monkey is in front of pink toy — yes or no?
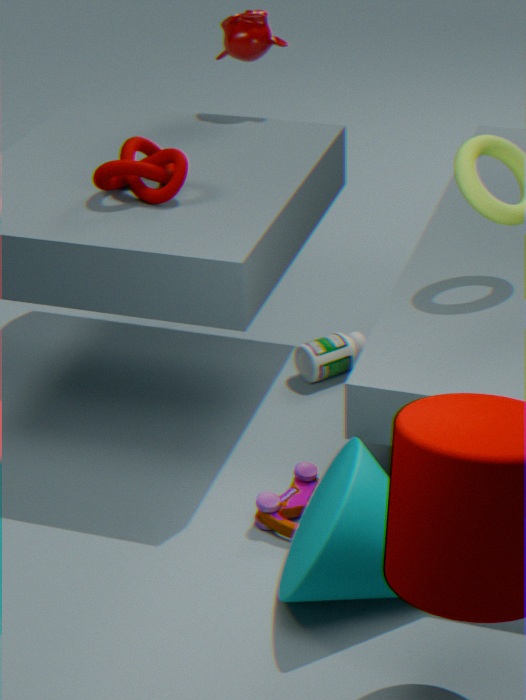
No
